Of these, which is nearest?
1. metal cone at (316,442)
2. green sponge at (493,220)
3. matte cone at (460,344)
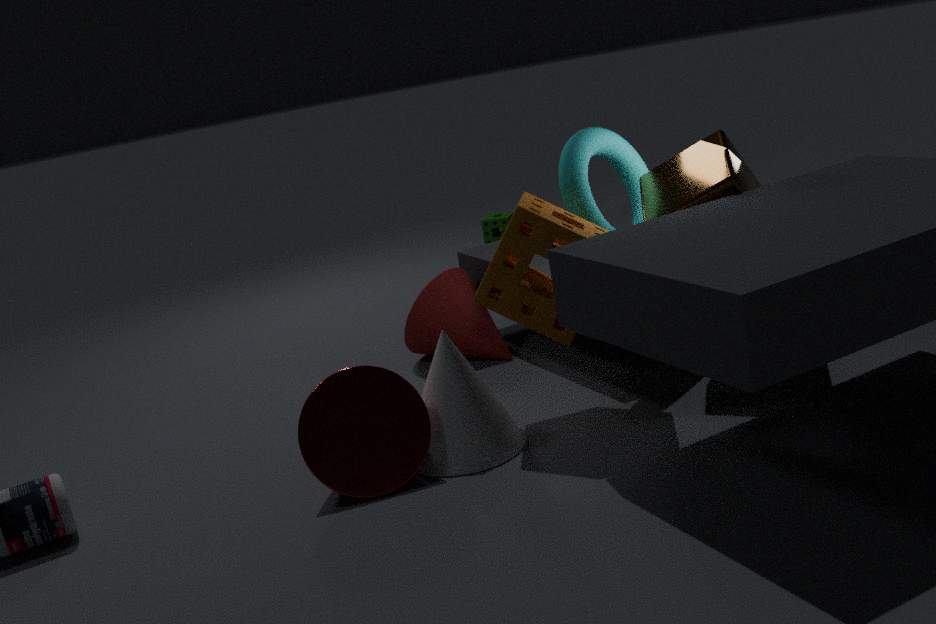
metal cone at (316,442)
